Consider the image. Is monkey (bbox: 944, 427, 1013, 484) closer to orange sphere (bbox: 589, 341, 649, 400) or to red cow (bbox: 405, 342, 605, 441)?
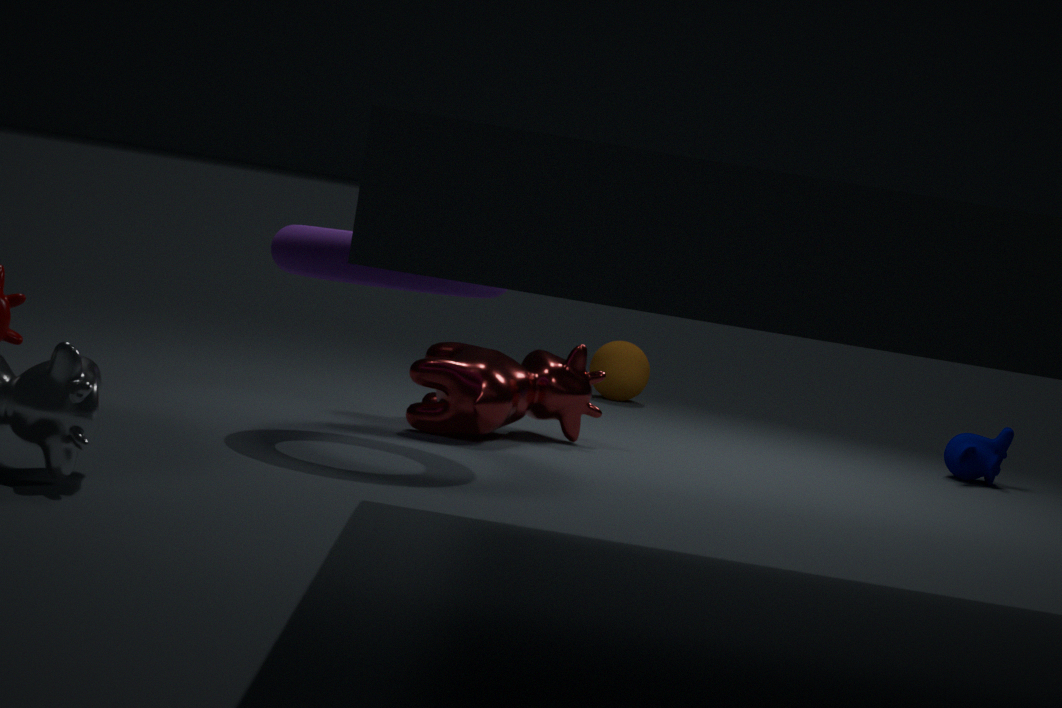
orange sphere (bbox: 589, 341, 649, 400)
